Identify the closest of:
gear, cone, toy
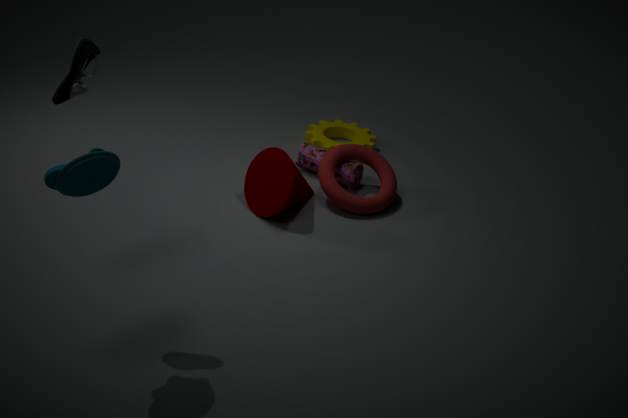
toy
